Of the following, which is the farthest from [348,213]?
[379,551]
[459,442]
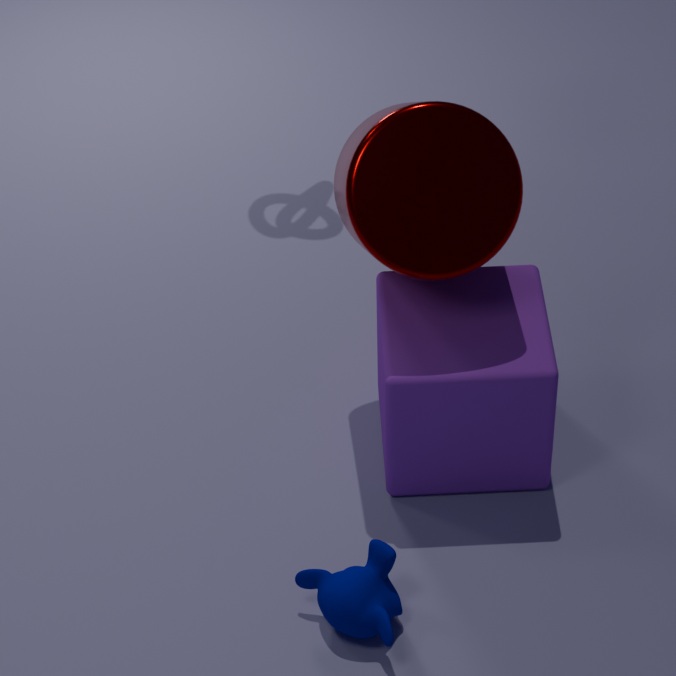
[379,551]
